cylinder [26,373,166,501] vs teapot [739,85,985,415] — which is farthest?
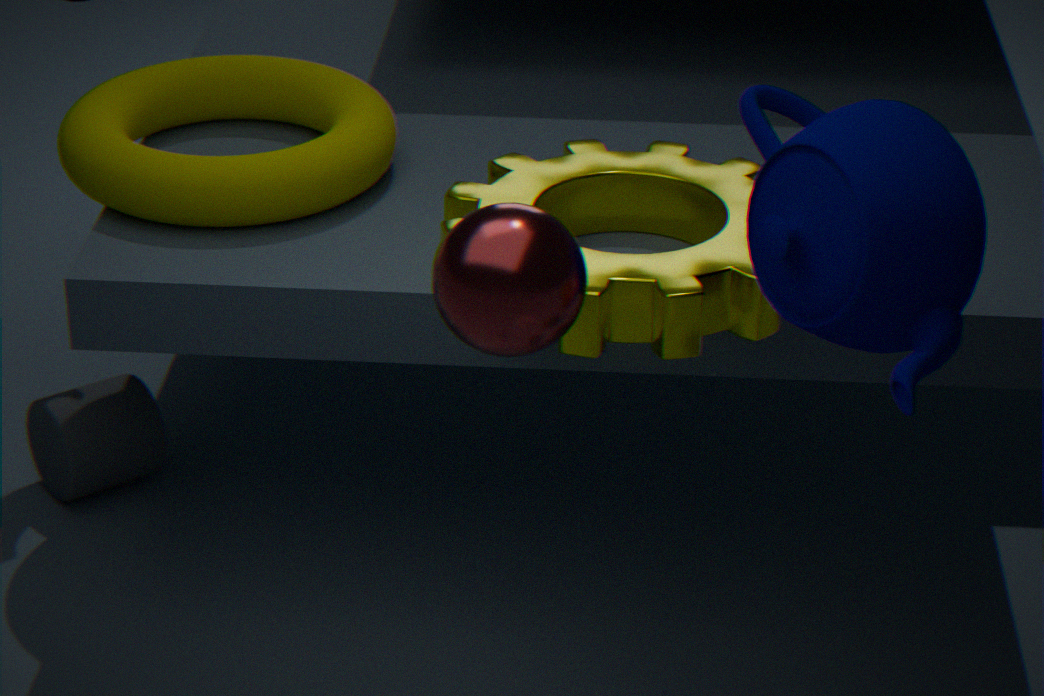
cylinder [26,373,166,501]
